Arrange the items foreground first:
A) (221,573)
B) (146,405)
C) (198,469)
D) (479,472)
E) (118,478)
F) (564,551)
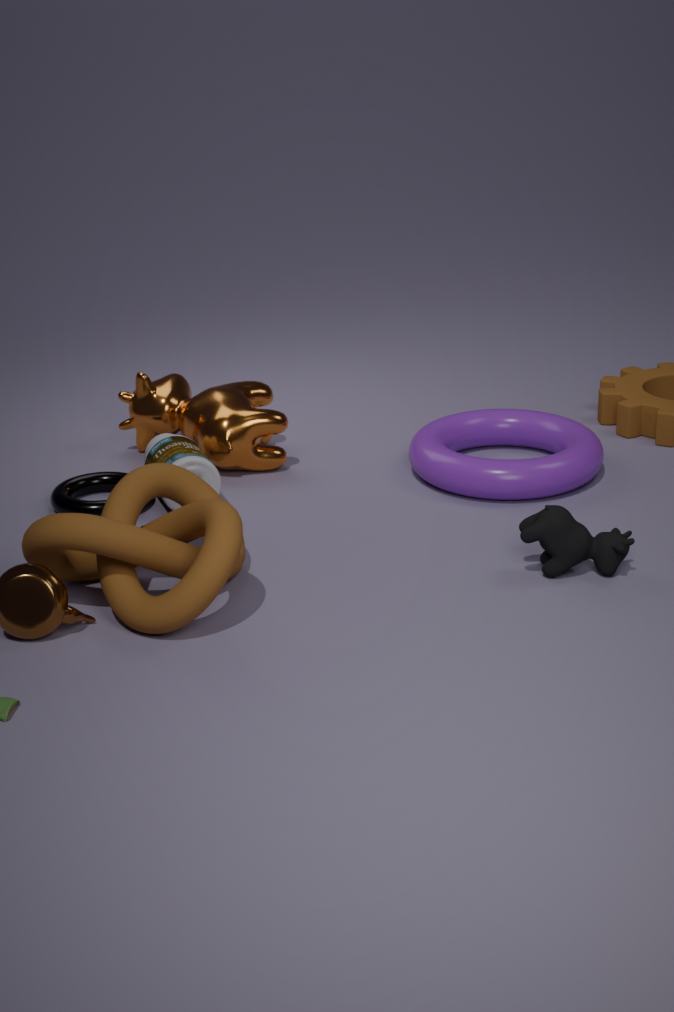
(221,573), (564,551), (198,469), (479,472), (118,478), (146,405)
